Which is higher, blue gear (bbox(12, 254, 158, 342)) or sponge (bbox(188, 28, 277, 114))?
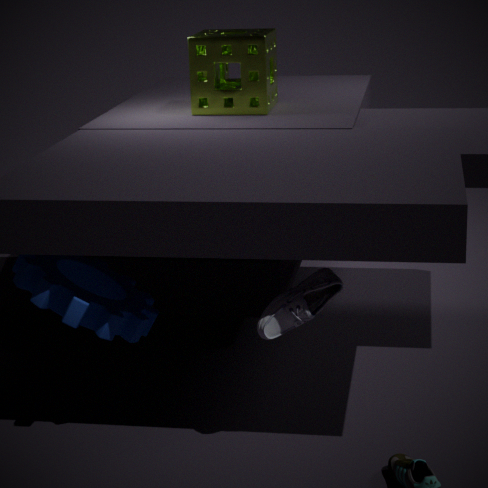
sponge (bbox(188, 28, 277, 114))
